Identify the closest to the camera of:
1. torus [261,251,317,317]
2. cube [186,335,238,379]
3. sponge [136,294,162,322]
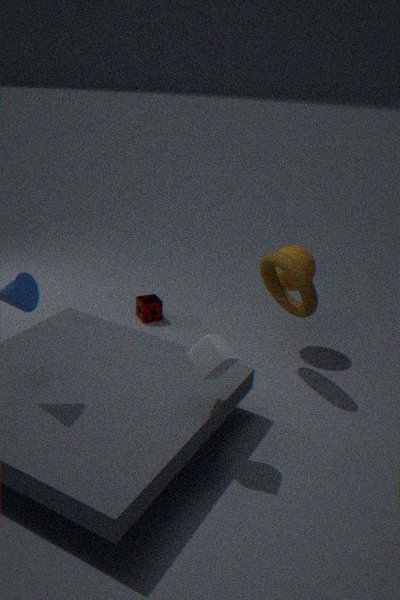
cube [186,335,238,379]
